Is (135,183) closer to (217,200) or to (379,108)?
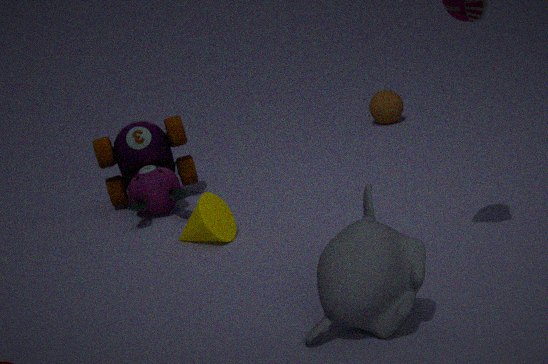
(217,200)
